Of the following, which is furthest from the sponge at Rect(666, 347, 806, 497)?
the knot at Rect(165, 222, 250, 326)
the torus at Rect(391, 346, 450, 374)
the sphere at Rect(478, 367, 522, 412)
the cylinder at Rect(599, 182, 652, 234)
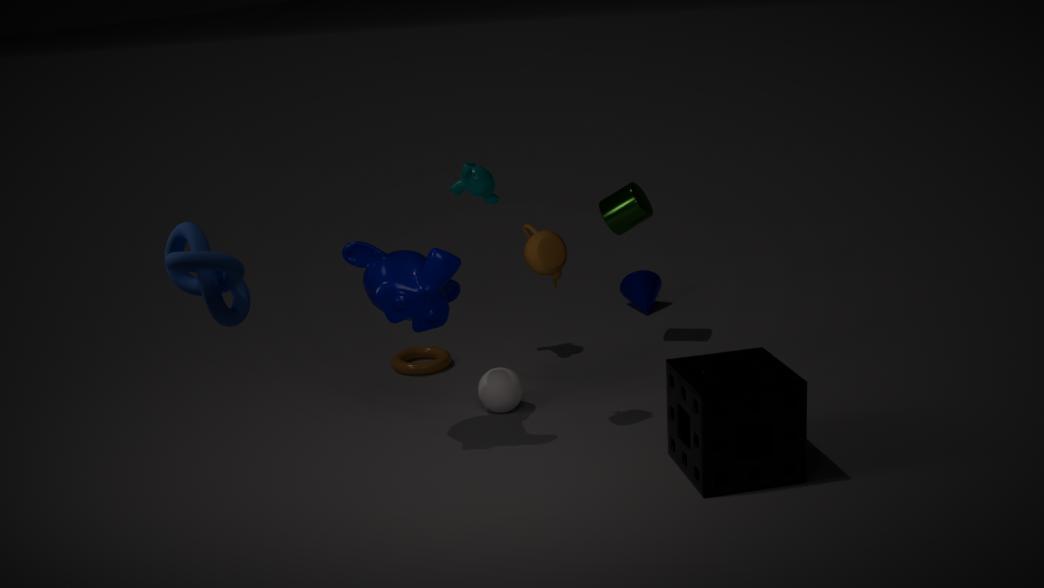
the knot at Rect(165, 222, 250, 326)
